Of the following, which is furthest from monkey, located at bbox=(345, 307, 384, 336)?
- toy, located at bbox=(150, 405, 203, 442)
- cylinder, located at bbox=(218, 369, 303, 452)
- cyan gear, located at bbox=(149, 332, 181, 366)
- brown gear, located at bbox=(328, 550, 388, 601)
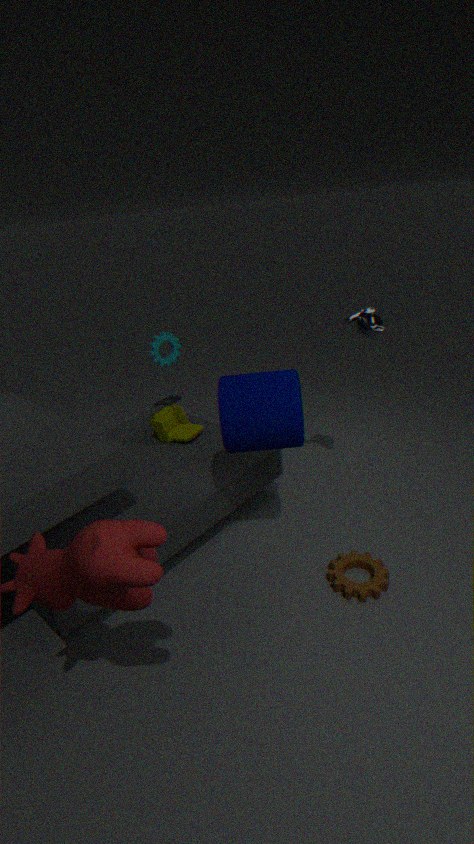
cyan gear, located at bbox=(149, 332, 181, 366)
